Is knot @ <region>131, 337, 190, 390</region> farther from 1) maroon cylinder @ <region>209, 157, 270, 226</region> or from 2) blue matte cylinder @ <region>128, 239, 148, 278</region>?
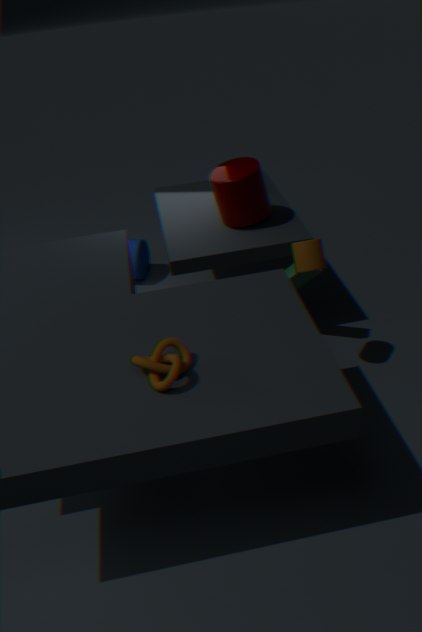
2) blue matte cylinder @ <region>128, 239, 148, 278</region>
